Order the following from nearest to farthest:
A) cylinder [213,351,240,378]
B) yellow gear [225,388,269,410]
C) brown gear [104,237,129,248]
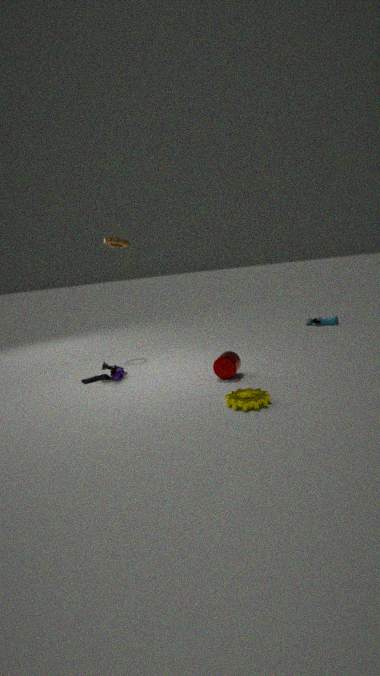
yellow gear [225,388,269,410]
cylinder [213,351,240,378]
brown gear [104,237,129,248]
